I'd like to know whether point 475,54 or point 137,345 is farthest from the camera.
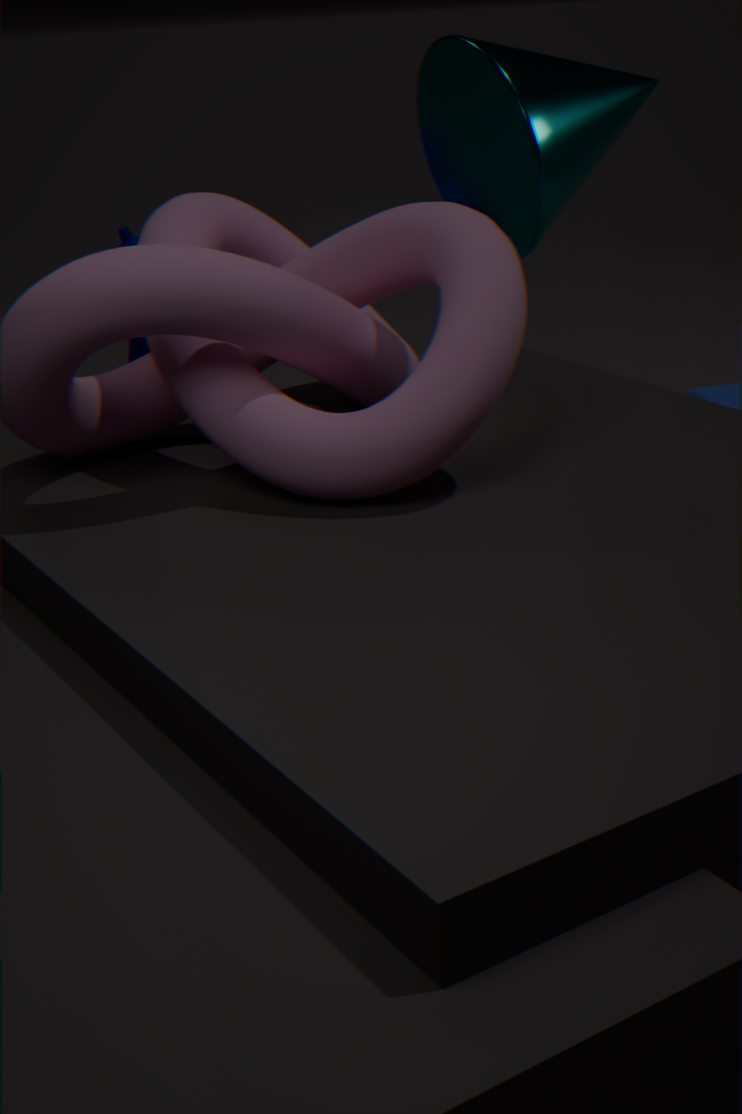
point 137,345
